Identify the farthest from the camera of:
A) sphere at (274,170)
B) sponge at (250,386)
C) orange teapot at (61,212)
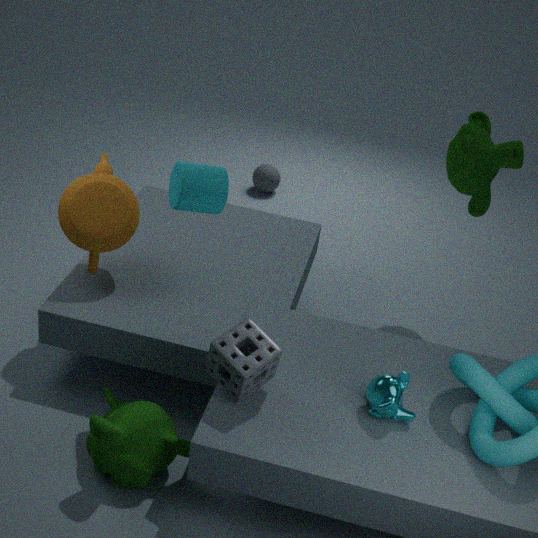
sphere at (274,170)
